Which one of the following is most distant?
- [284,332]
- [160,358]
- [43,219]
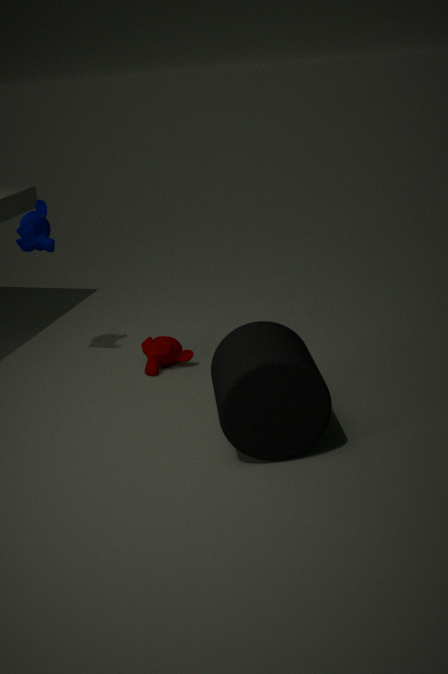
[160,358]
